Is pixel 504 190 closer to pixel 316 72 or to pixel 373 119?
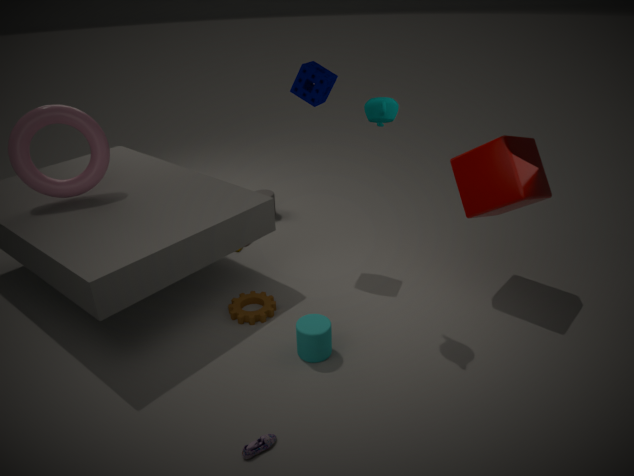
pixel 373 119
